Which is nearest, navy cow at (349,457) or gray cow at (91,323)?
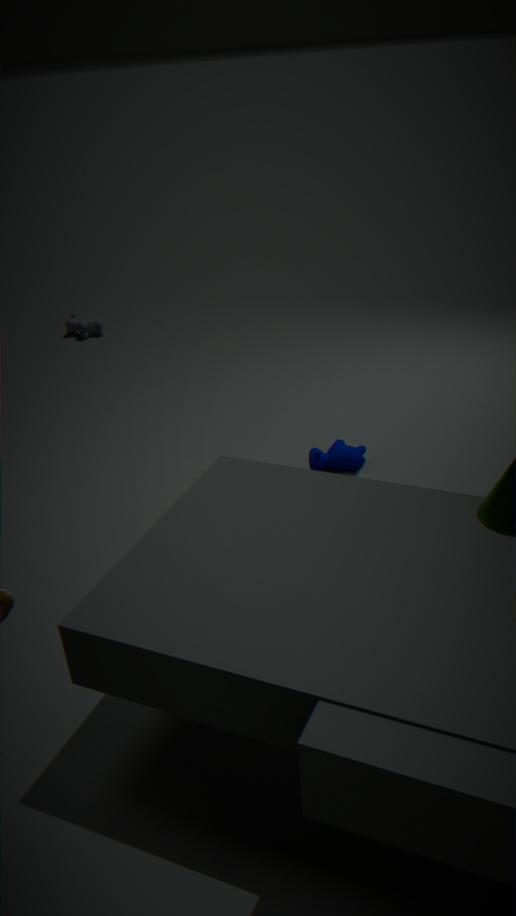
navy cow at (349,457)
